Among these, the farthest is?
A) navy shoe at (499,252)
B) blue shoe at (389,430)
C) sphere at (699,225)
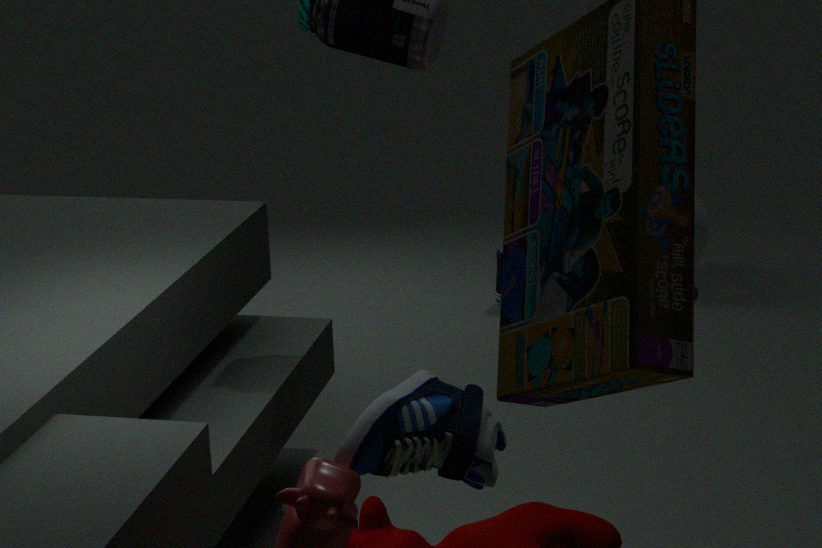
sphere at (699,225)
